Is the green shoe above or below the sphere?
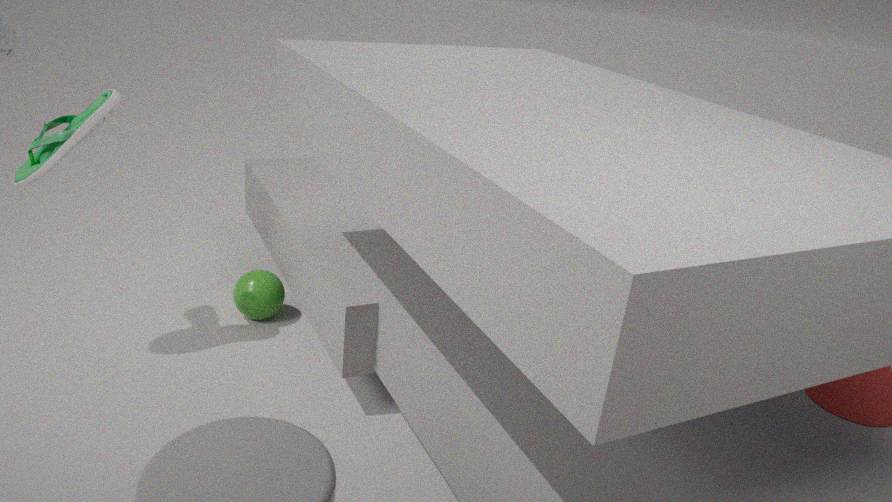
above
